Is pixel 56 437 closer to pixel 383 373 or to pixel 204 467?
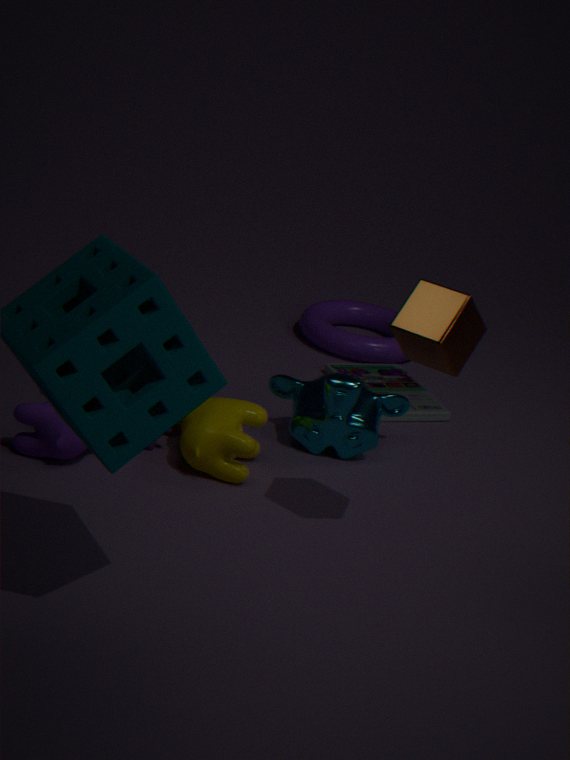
pixel 204 467
